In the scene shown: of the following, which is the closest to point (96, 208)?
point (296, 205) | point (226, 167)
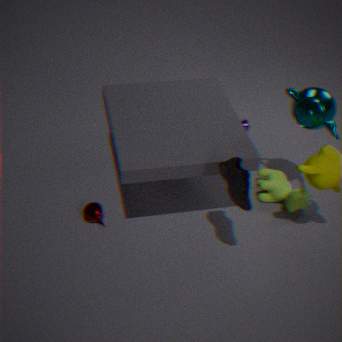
point (226, 167)
